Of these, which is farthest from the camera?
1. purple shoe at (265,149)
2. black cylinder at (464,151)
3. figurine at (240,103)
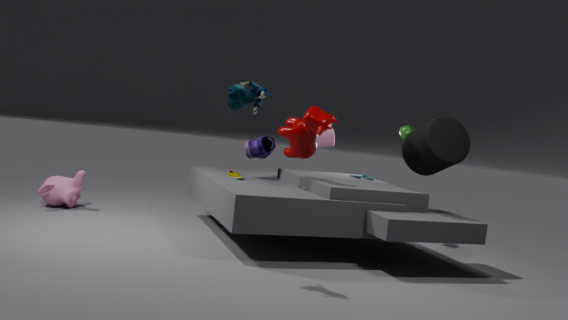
purple shoe at (265,149)
